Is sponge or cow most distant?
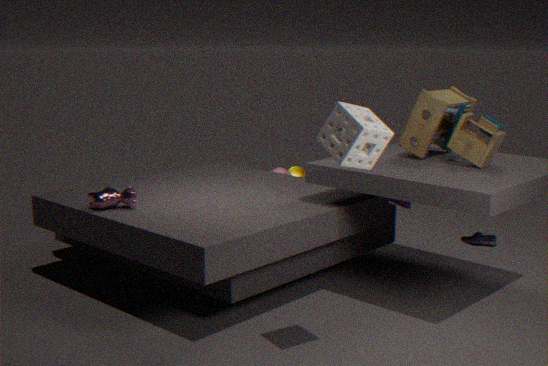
cow
